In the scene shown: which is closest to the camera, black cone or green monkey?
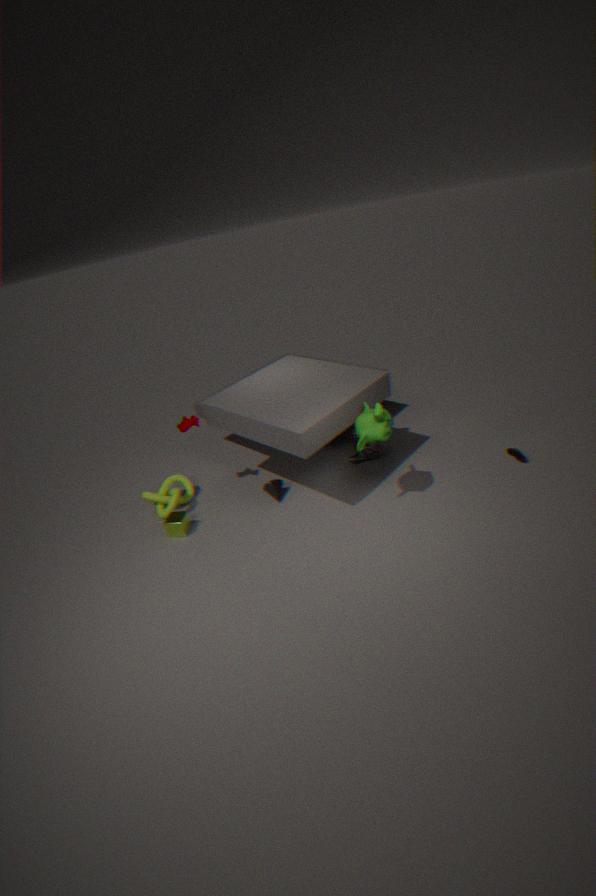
green monkey
